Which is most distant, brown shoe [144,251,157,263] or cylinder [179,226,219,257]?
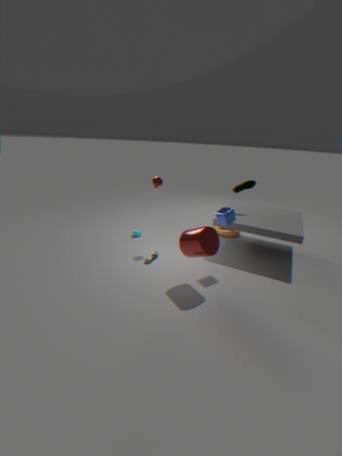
brown shoe [144,251,157,263]
